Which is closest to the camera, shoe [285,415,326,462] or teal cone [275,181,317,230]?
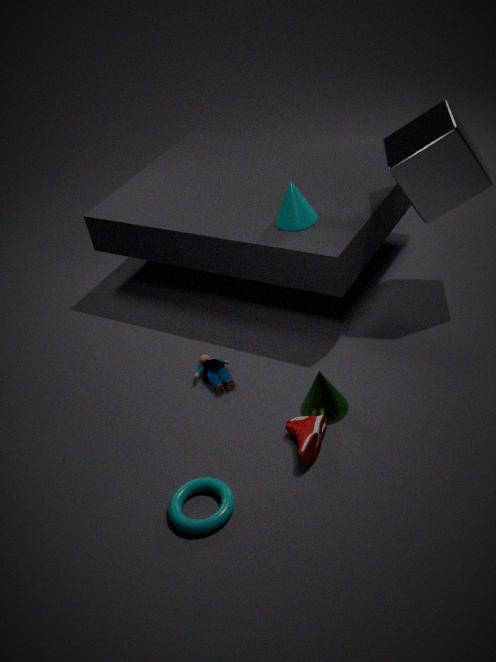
shoe [285,415,326,462]
